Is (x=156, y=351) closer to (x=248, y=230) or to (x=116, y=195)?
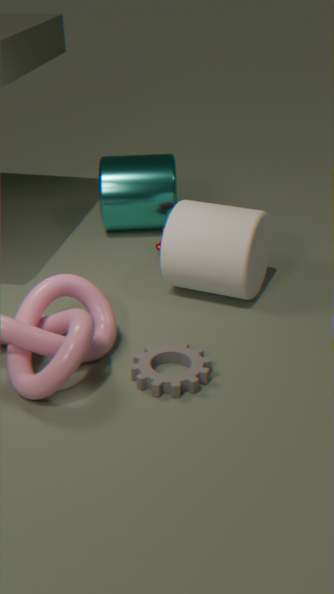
(x=248, y=230)
